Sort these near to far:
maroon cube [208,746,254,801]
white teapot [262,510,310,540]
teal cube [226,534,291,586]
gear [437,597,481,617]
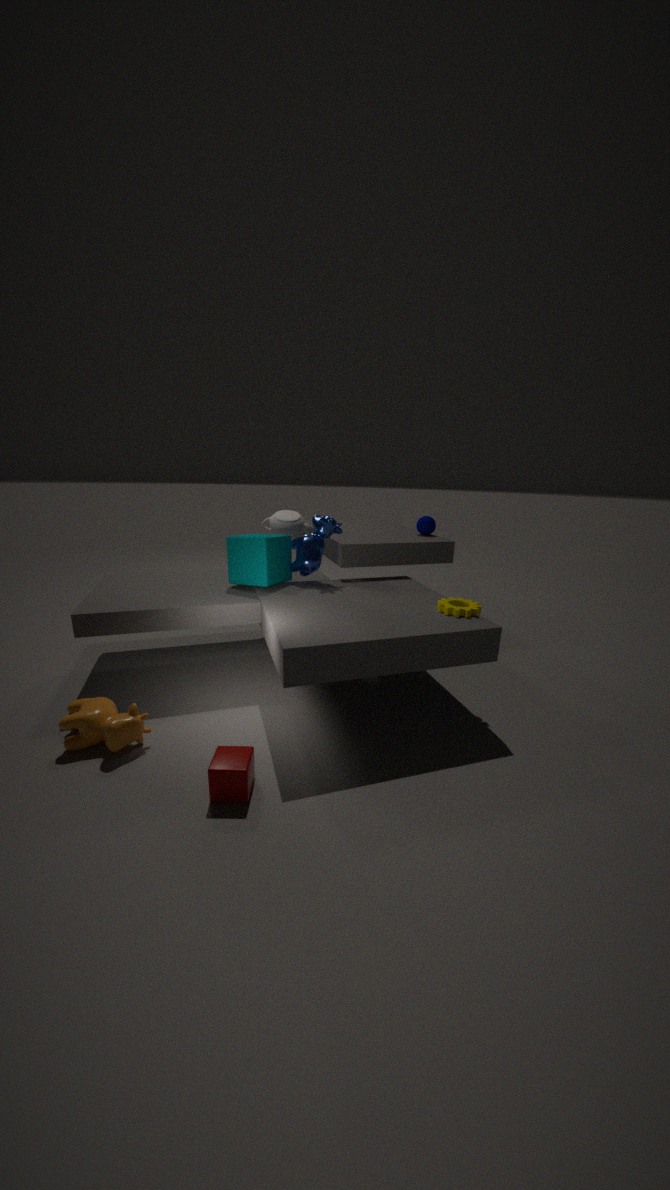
1. maroon cube [208,746,254,801]
2. gear [437,597,481,617]
3. teal cube [226,534,291,586]
4. white teapot [262,510,310,540]
